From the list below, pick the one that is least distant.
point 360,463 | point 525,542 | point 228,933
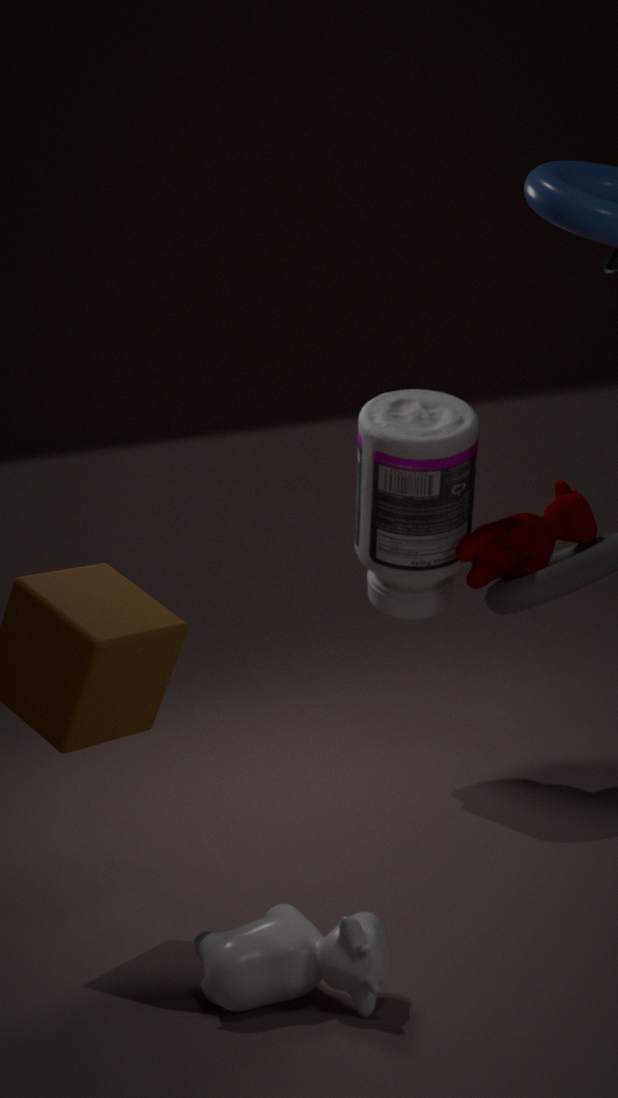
point 228,933
